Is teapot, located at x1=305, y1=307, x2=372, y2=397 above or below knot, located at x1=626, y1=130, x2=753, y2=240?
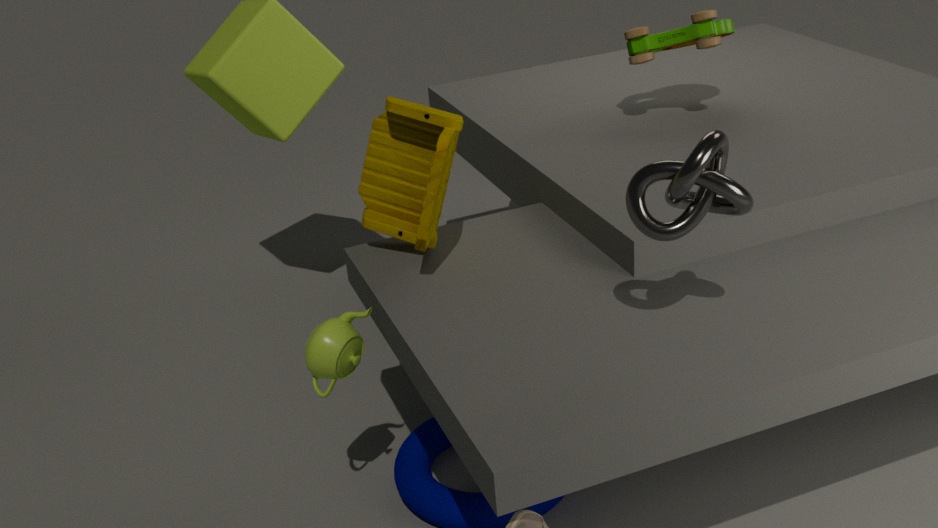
below
